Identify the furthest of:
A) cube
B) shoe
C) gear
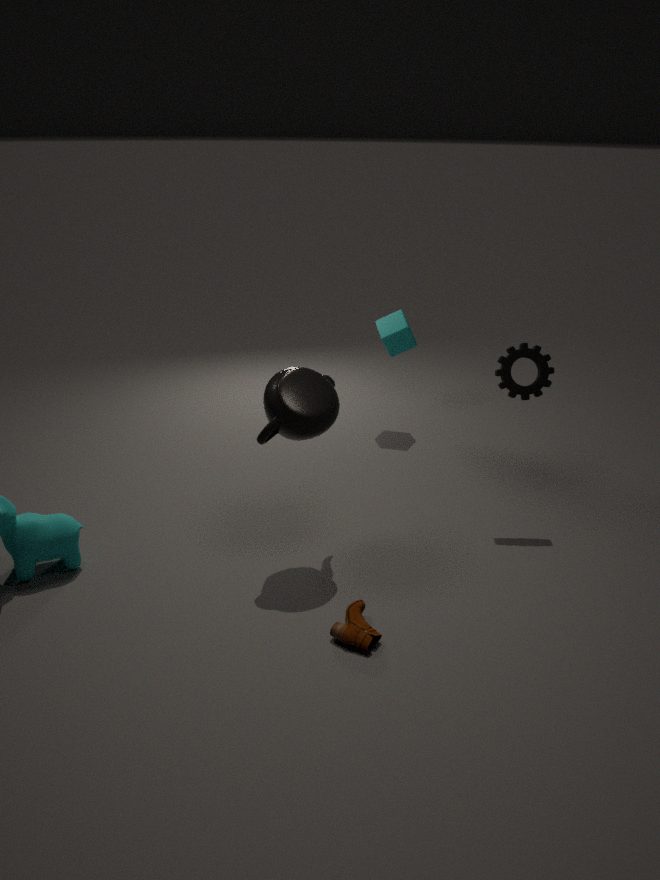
cube
